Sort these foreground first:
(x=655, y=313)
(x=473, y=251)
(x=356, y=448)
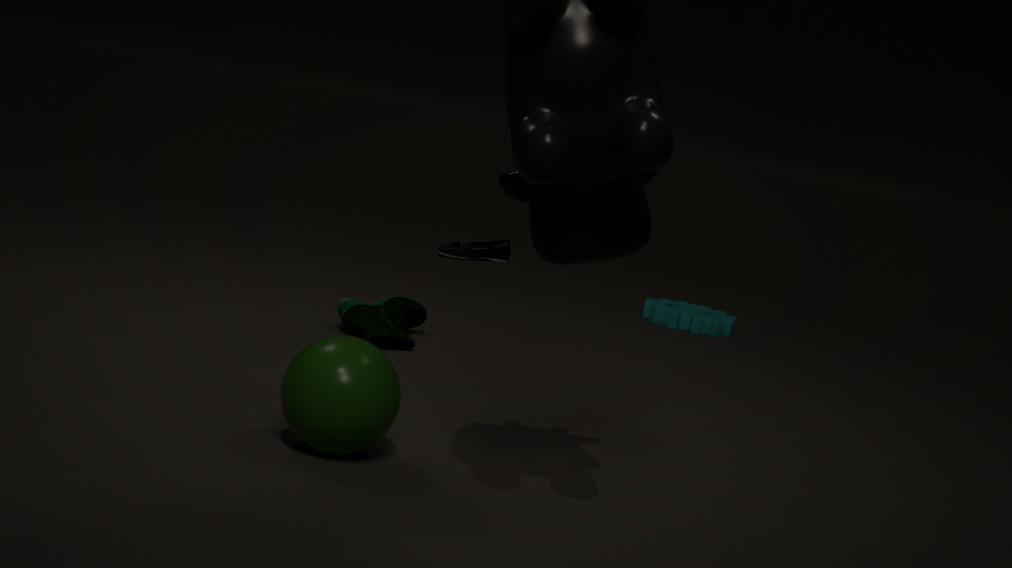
1. (x=356, y=448)
2. (x=655, y=313)
3. (x=473, y=251)
